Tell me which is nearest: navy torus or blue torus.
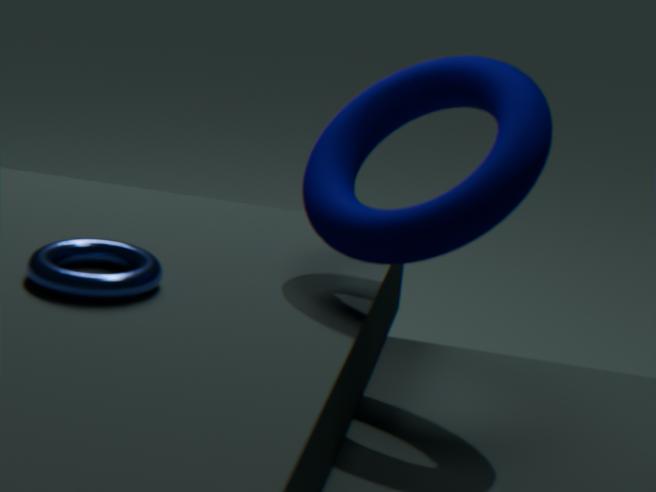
navy torus
